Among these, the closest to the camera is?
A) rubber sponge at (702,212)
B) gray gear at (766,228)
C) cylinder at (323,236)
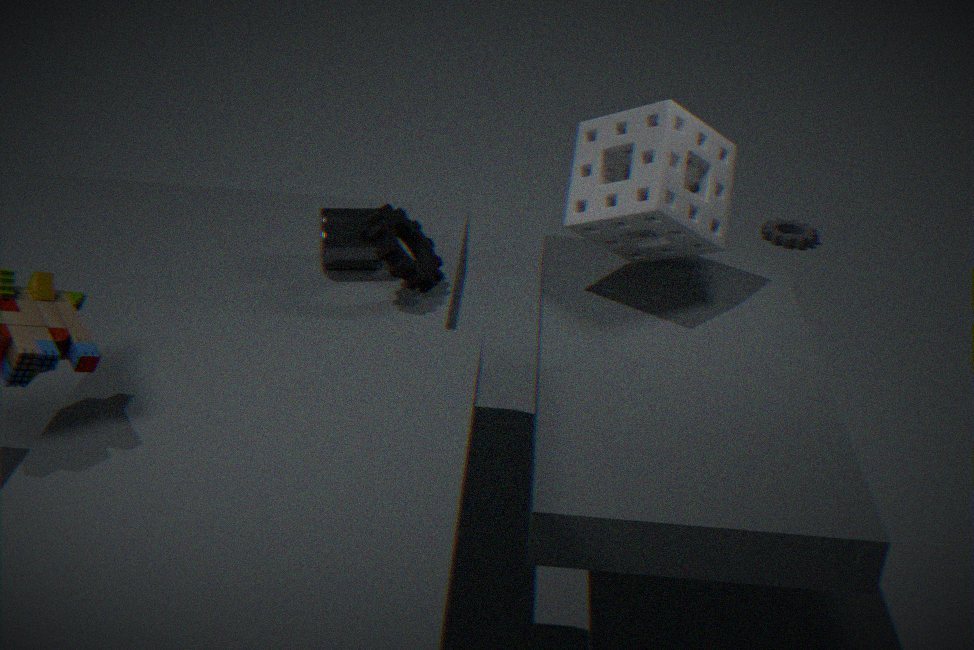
cylinder at (323,236)
